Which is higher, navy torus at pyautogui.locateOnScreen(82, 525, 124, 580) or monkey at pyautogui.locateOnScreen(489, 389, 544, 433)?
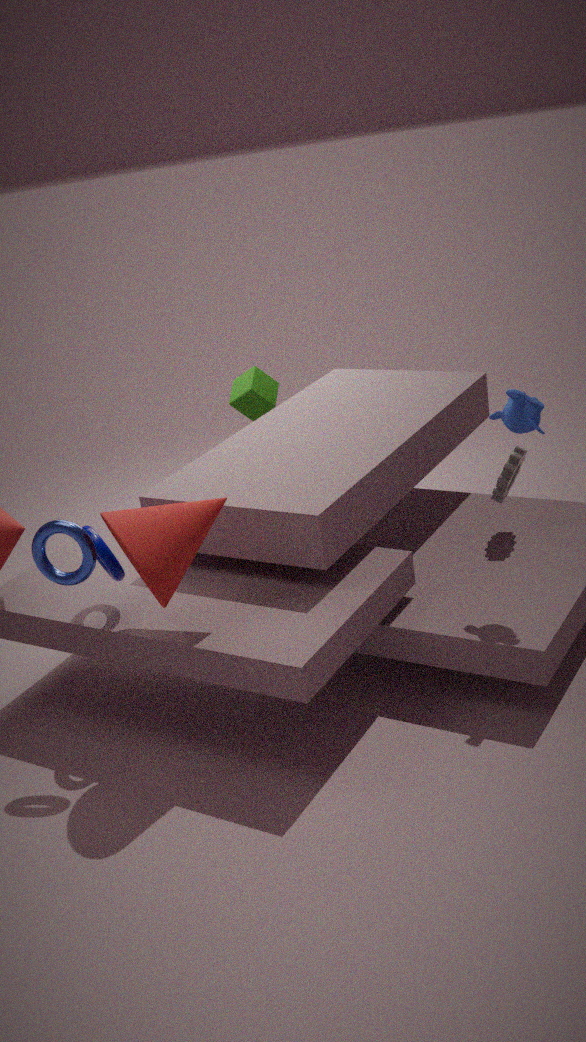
monkey at pyautogui.locateOnScreen(489, 389, 544, 433)
